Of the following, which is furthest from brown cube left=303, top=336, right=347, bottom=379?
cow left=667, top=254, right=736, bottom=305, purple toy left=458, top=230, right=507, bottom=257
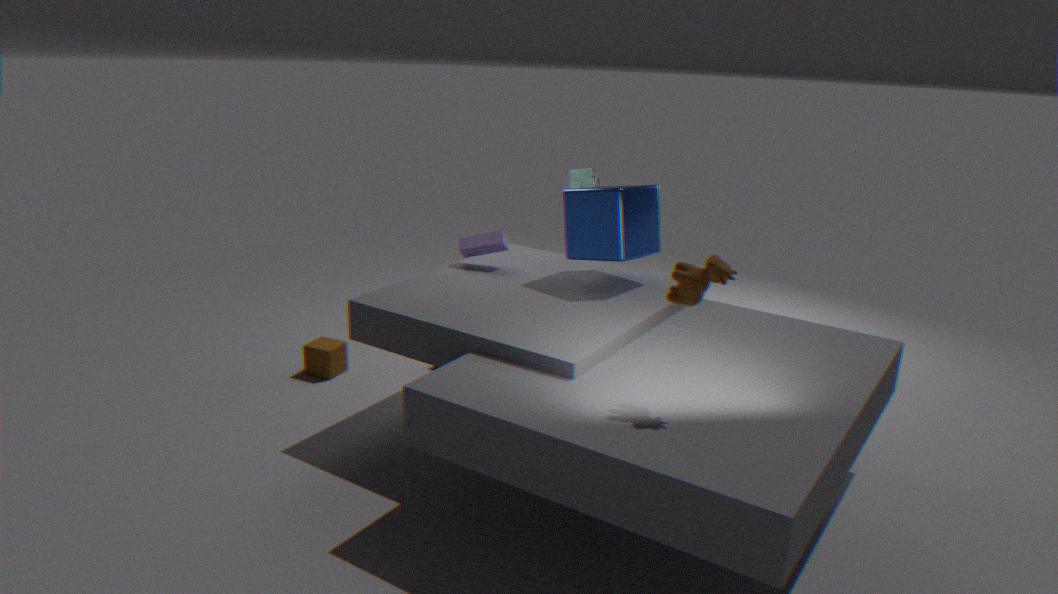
cow left=667, top=254, right=736, bottom=305
